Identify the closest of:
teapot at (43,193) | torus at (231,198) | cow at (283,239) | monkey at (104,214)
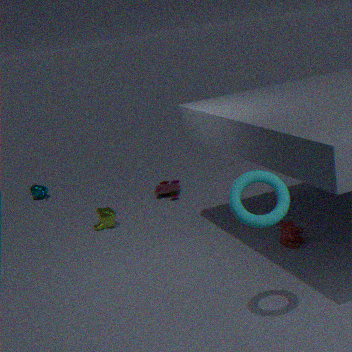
torus at (231,198)
